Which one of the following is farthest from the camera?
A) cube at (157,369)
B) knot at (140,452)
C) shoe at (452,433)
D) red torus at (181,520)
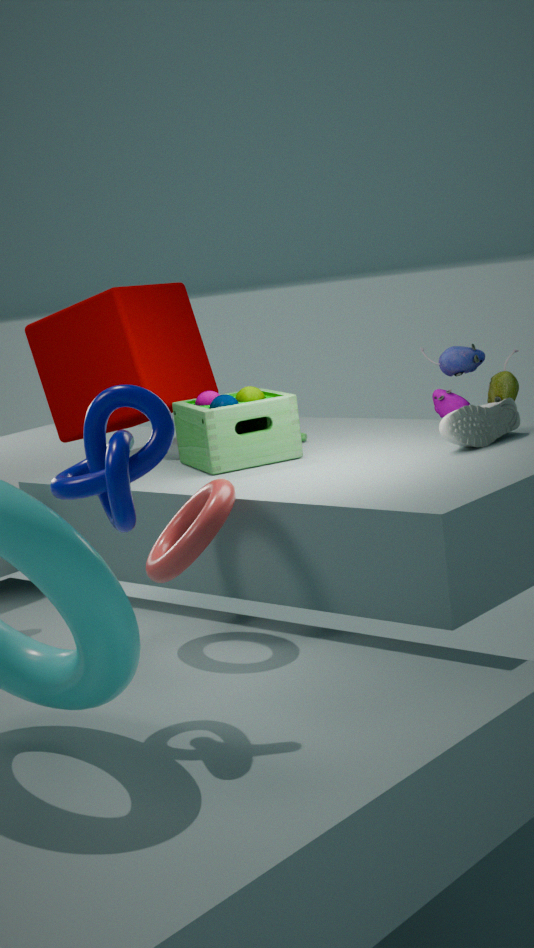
A. cube at (157,369)
